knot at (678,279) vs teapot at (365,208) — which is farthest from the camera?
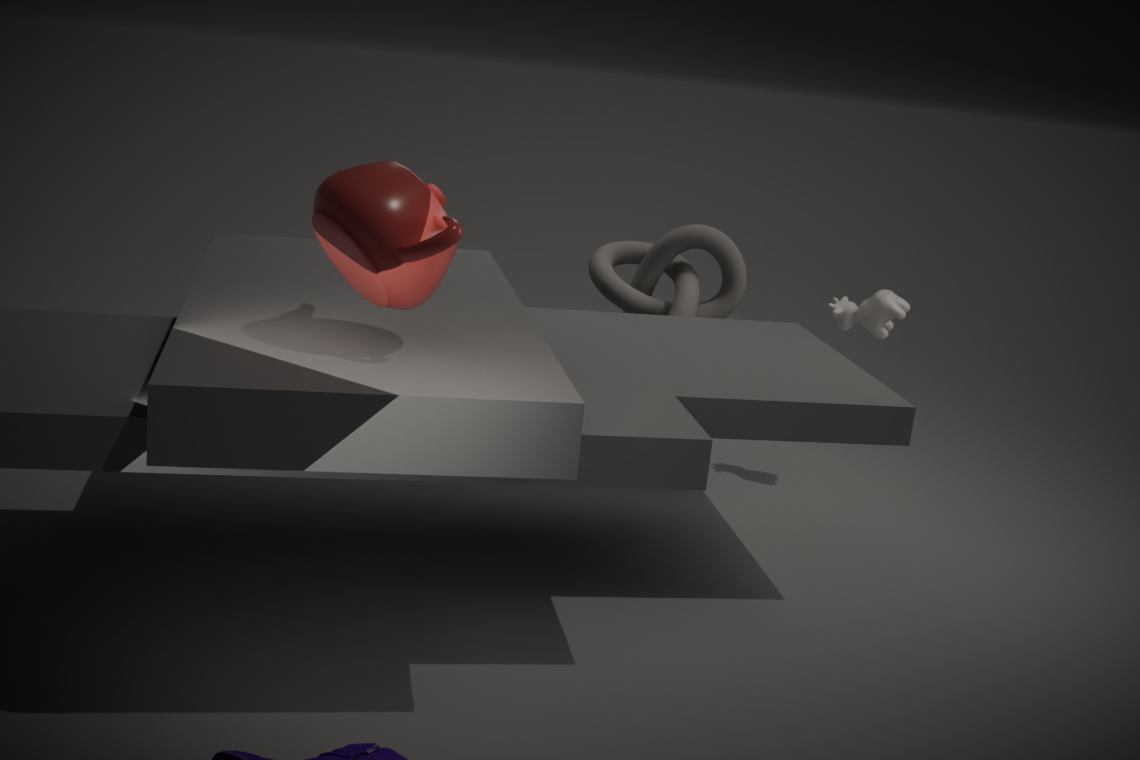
knot at (678,279)
